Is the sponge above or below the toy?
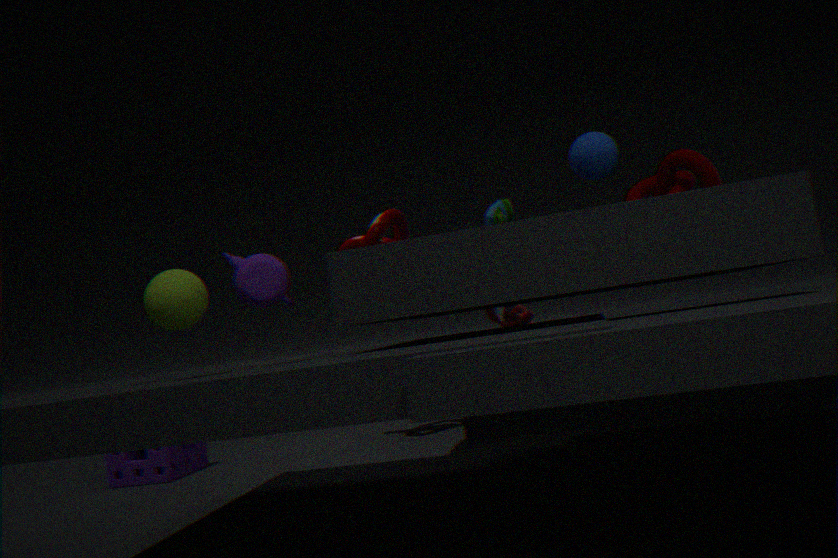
below
